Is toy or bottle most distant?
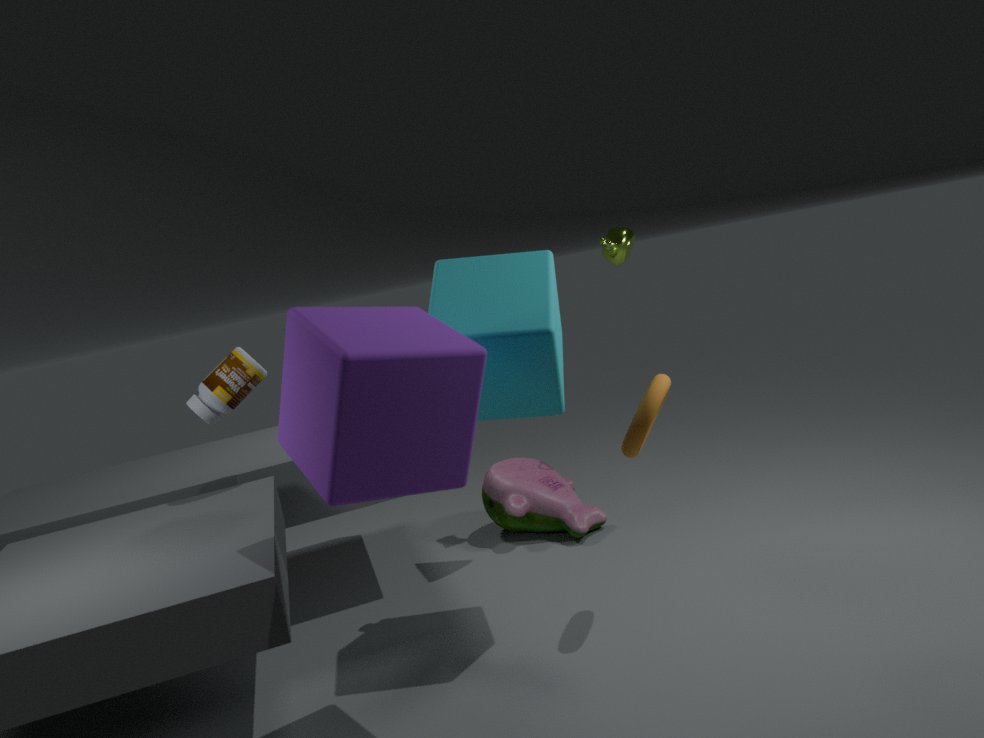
toy
